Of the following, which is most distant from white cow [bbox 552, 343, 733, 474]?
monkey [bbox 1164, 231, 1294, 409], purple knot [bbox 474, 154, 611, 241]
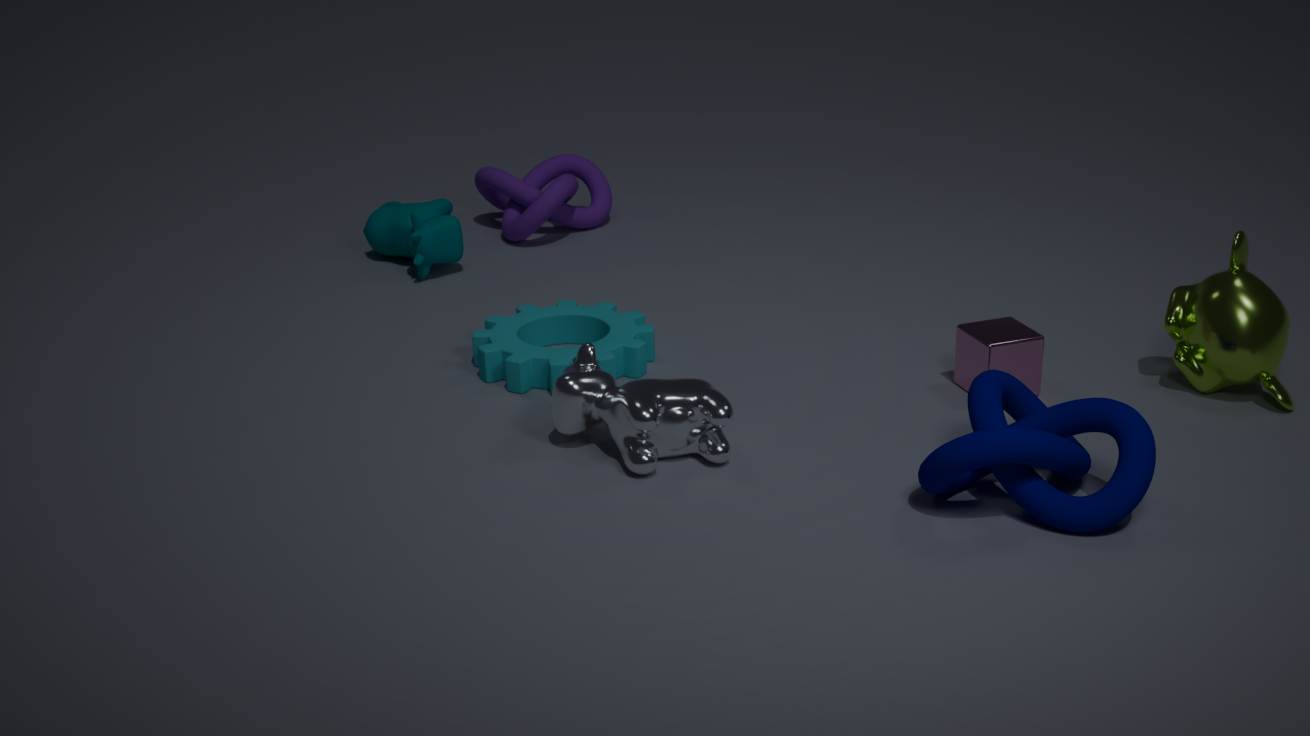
purple knot [bbox 474, 154, 611, 241]
